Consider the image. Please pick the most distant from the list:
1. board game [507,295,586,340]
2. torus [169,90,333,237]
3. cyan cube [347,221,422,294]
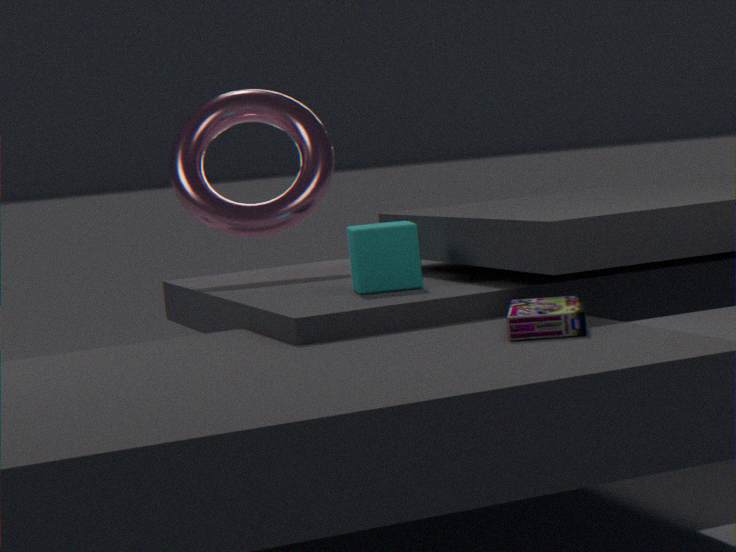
torus [169,90,333,237]
